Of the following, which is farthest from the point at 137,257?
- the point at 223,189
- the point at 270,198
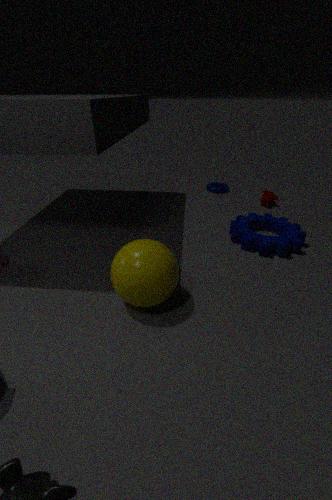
the point at 223,189
